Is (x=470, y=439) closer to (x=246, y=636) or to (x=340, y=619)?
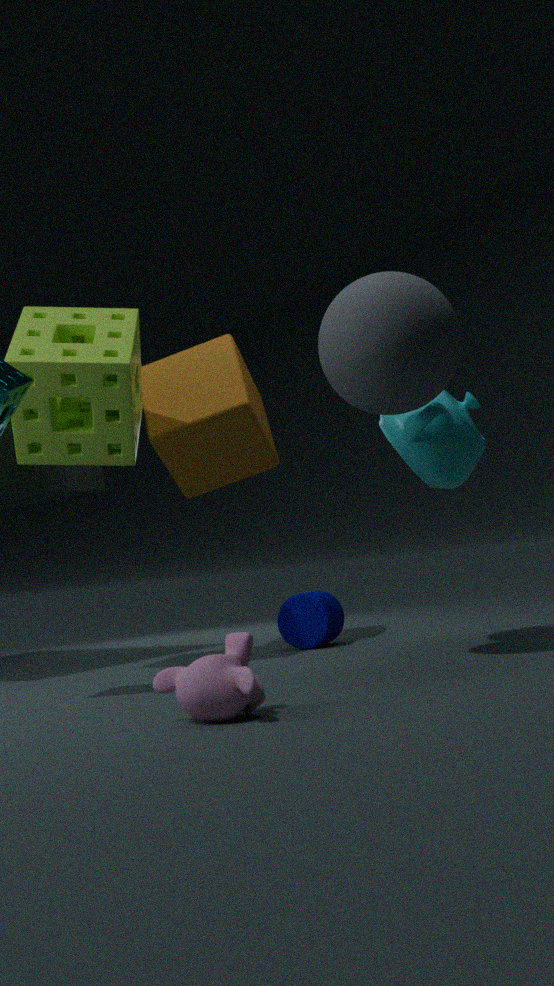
(x=340, y=619)
